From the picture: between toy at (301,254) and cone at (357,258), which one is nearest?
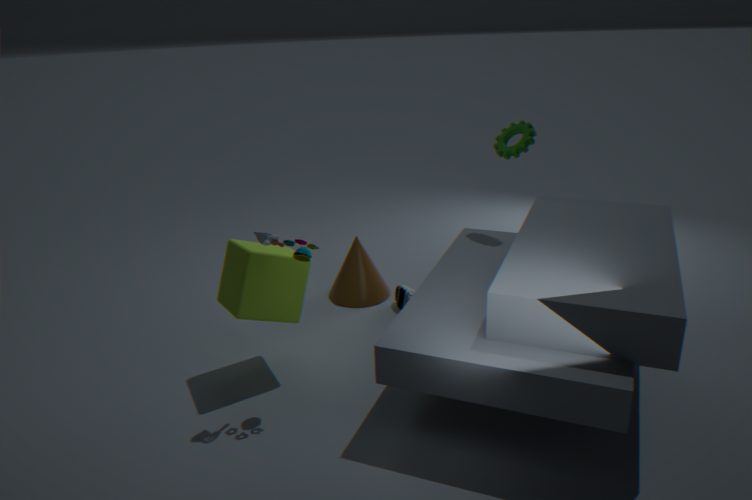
toy at (301,254)
